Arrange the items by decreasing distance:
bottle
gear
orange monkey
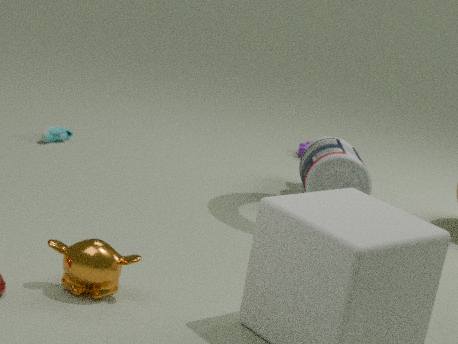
gear → bottle → orange monkey
